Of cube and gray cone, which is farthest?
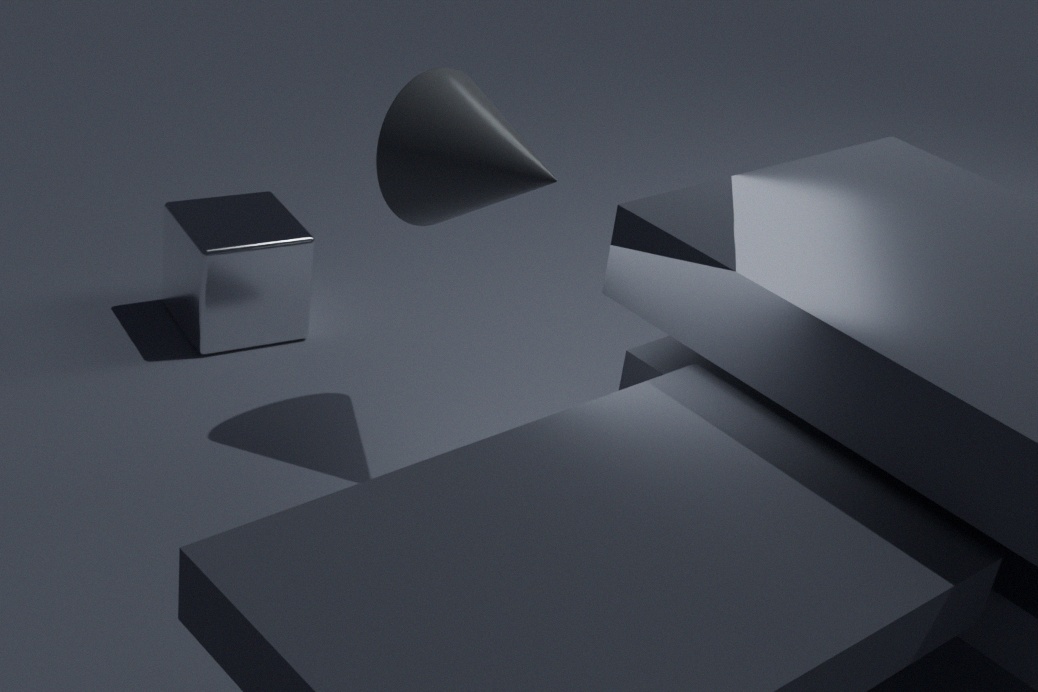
cube
